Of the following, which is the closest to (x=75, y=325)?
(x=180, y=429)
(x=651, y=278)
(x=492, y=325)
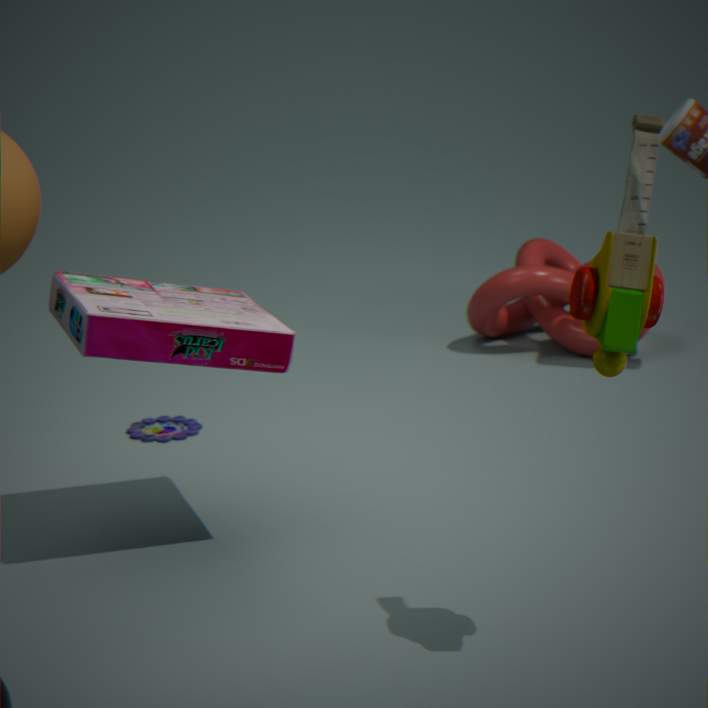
(x=180, y=429)
